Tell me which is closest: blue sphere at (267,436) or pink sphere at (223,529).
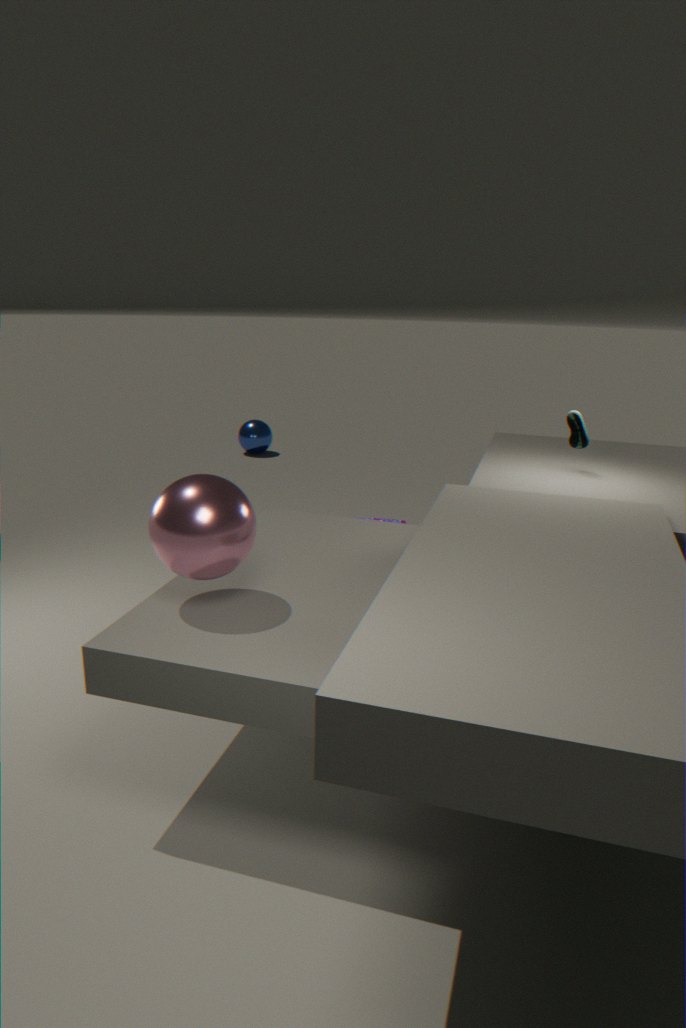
pink sphere at (223,529)
